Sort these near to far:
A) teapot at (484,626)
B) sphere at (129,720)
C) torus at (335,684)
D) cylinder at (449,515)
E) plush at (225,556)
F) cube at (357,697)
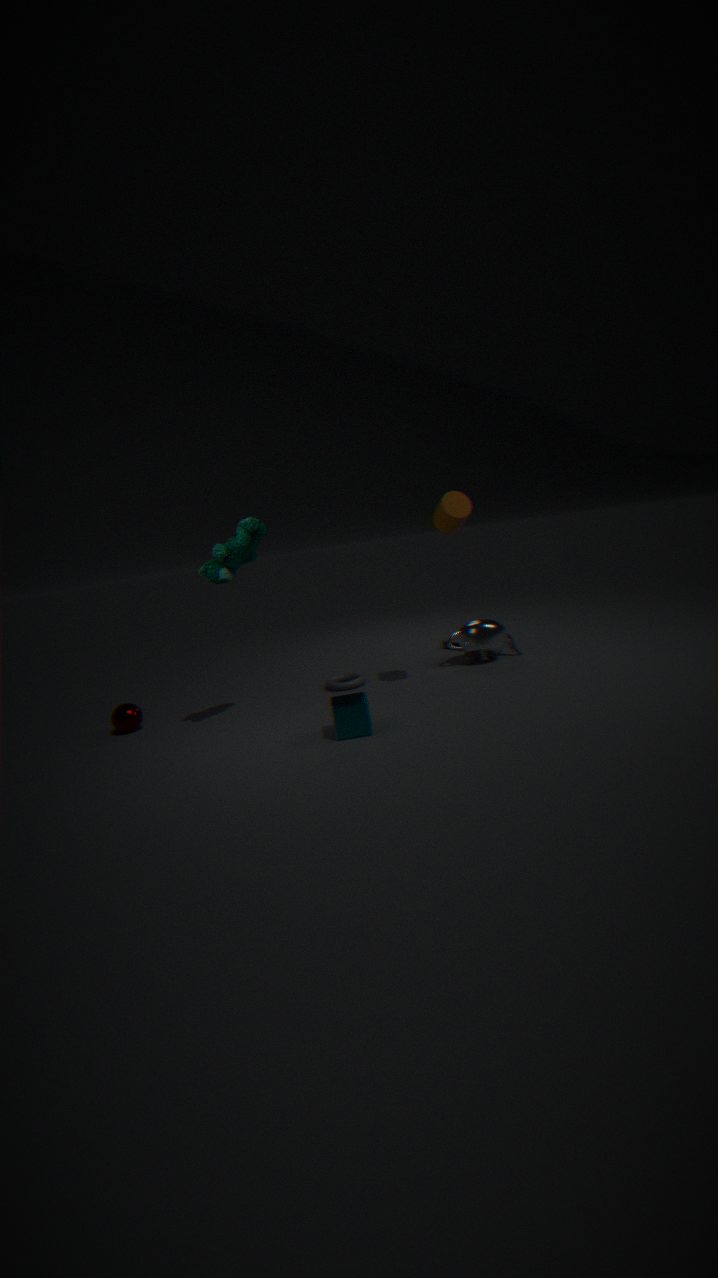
cube at (357,697) → plush at (225,556) → cylinder at (449,515) → sphere at (129,720) → torus at (335,684) → teapot at (484,626)
